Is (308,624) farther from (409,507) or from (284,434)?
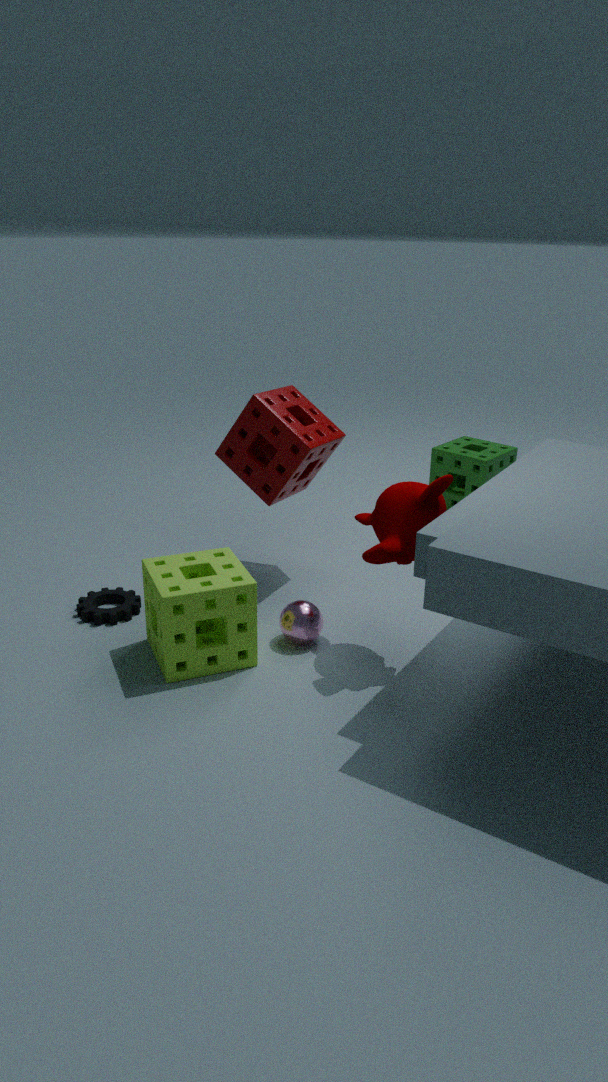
(284,434)
